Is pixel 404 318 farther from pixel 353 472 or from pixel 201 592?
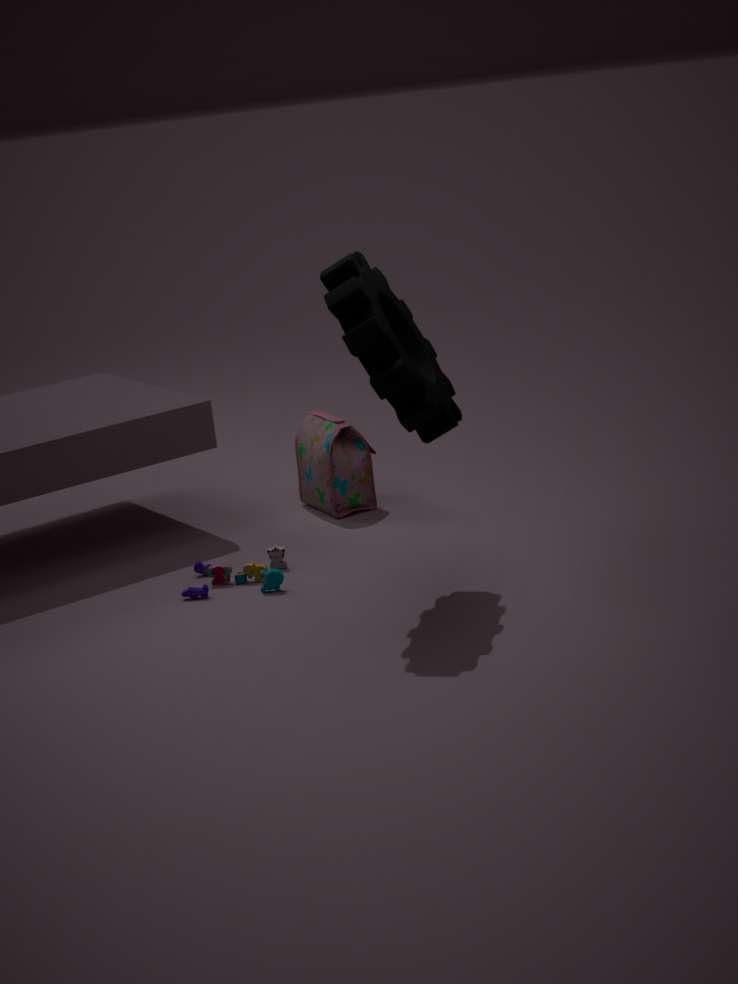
pixel 353 472
